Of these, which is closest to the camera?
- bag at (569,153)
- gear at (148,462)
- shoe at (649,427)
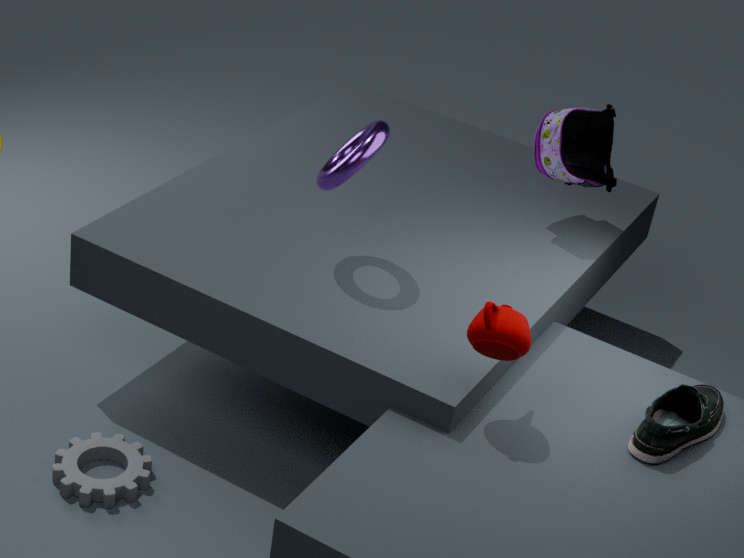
shoe at (649,427)
